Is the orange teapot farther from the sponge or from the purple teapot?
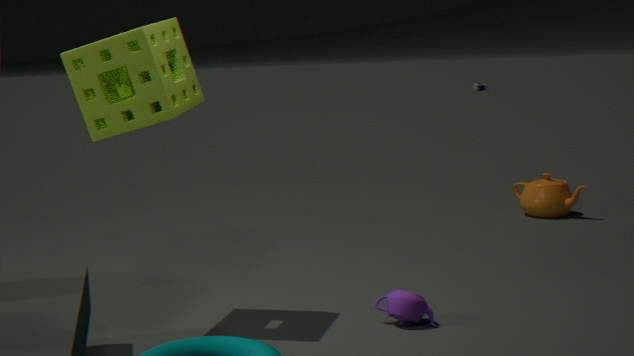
the sponge
